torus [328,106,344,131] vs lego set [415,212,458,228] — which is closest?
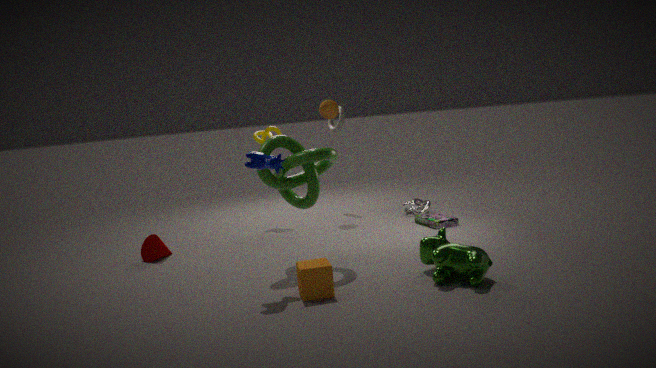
lego set [415,212,458,228]
